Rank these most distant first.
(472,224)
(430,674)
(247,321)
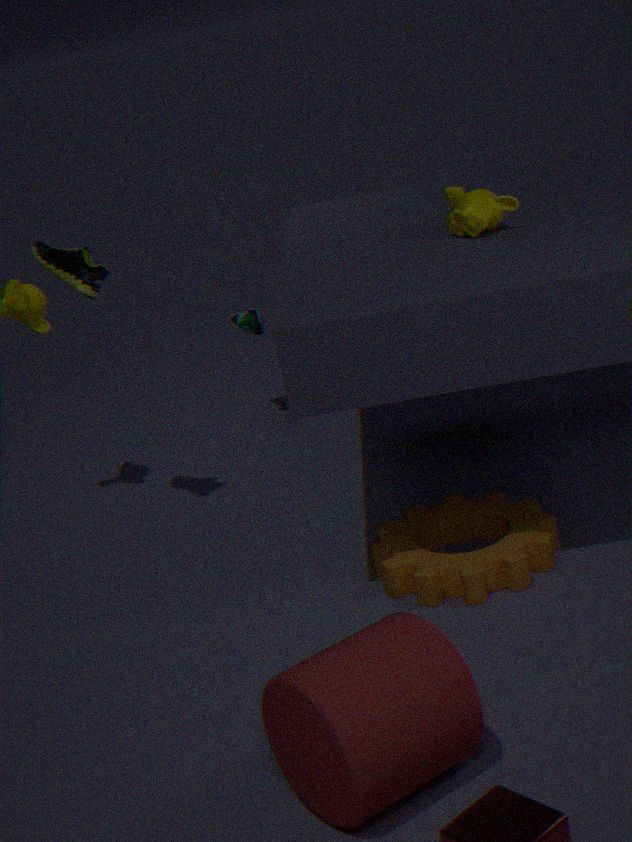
(247,321) → (472,224) → (430,674)
